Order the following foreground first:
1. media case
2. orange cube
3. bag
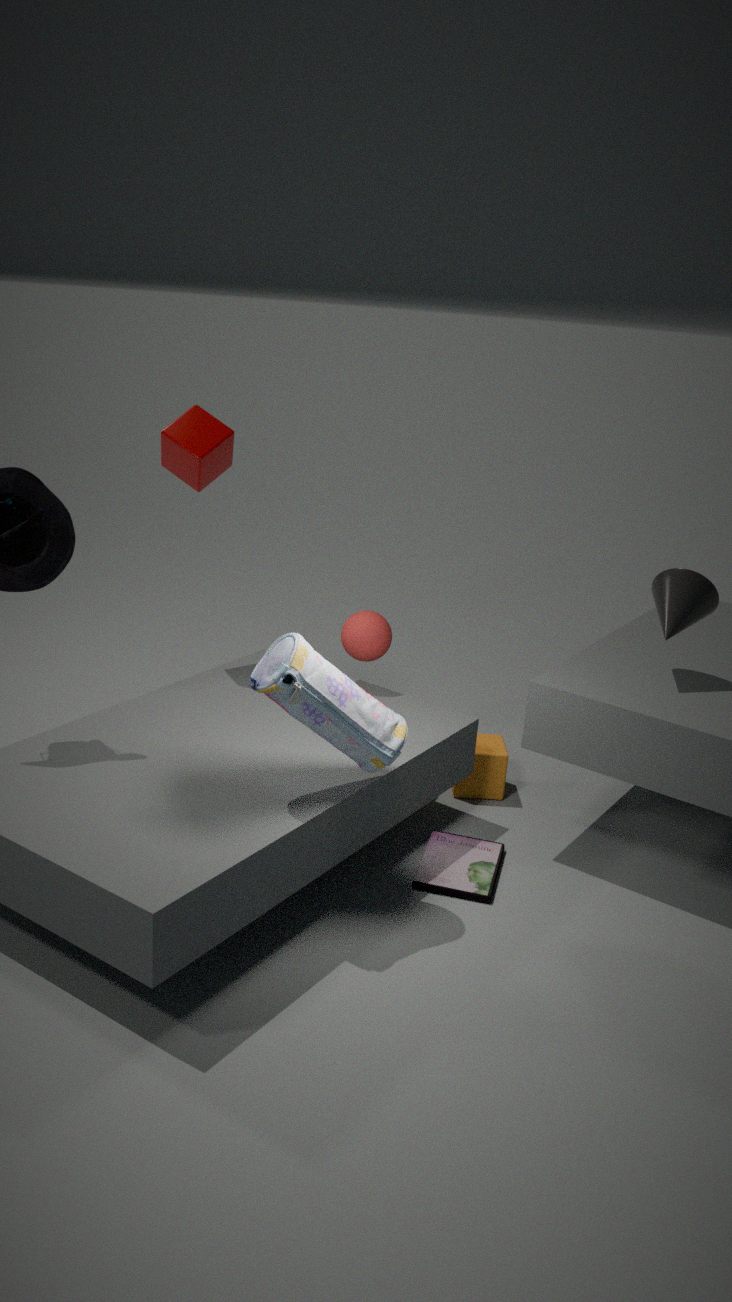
bag < media case < orange cube
